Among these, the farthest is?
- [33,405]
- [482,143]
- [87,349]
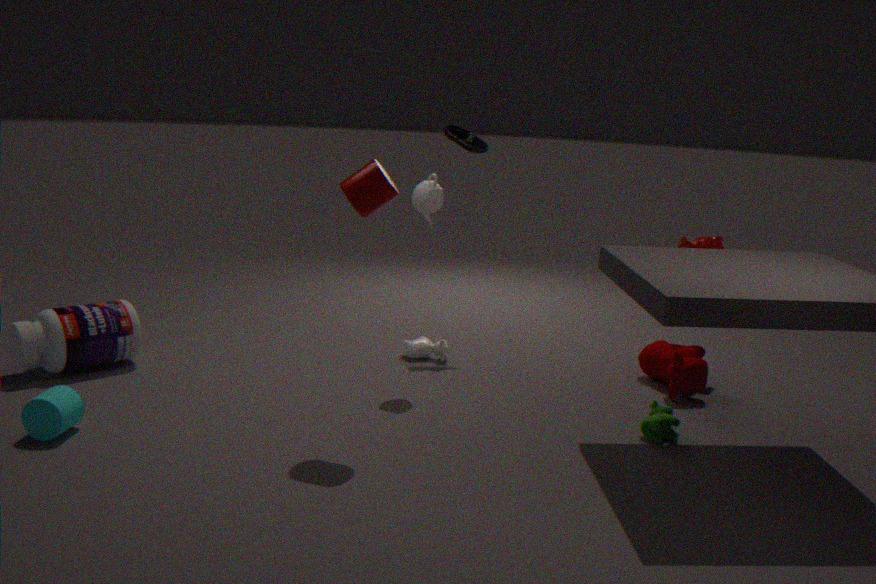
[482,143]
